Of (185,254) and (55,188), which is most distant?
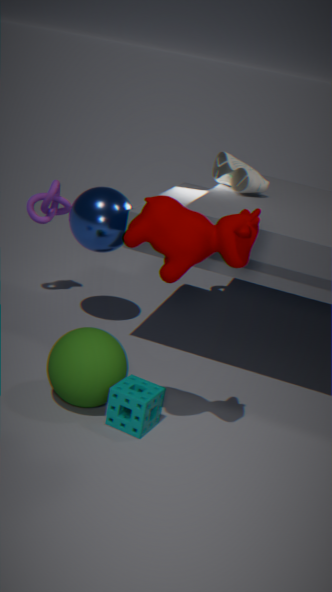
(55,188)
